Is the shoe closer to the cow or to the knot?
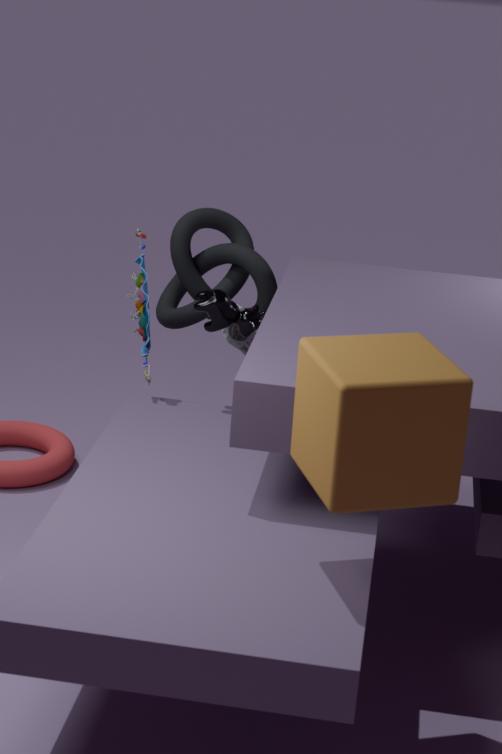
the knot
